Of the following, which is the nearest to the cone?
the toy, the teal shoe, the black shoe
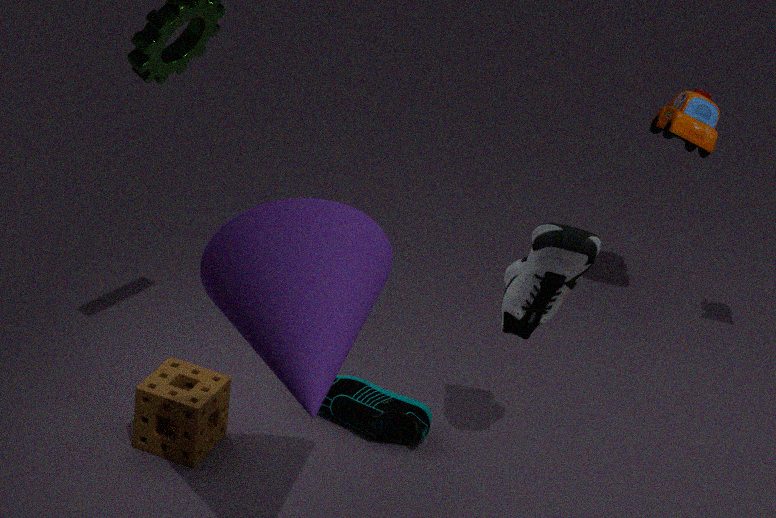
the black shoe
